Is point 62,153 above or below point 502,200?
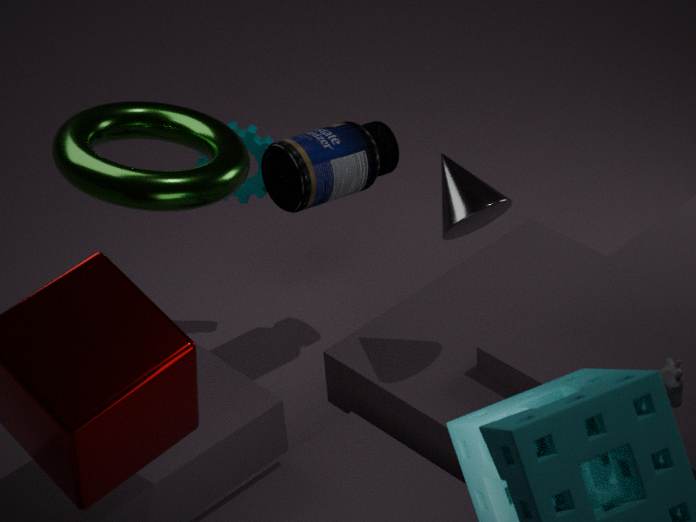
above
